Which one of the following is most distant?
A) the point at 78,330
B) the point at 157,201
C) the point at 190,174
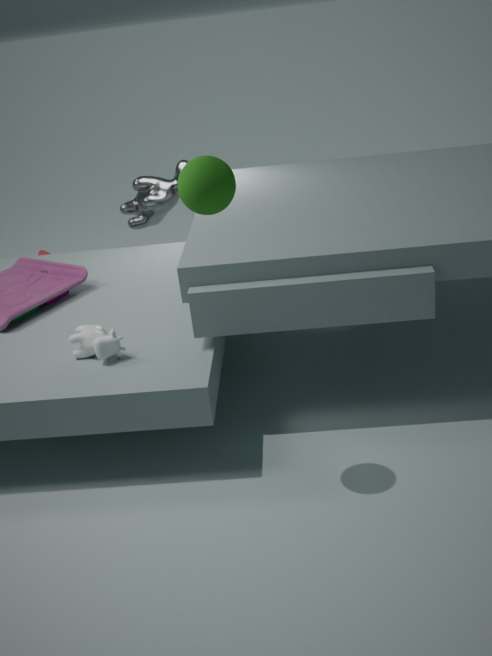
the point at 157,201
